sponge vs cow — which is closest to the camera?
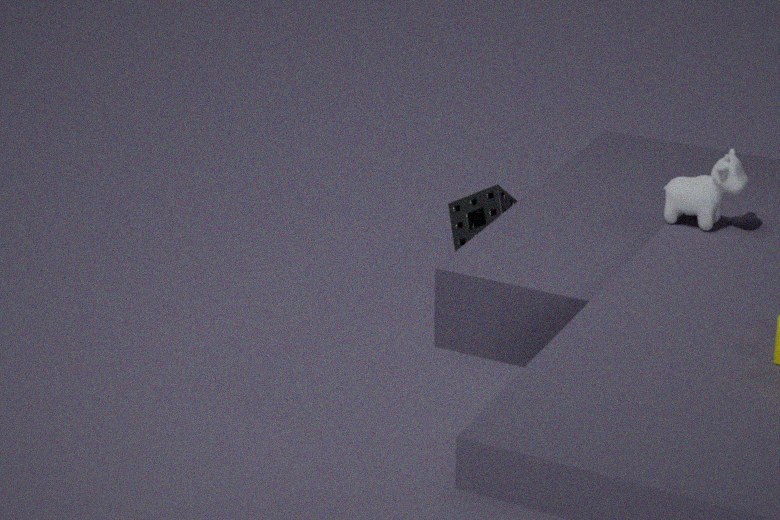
cow
